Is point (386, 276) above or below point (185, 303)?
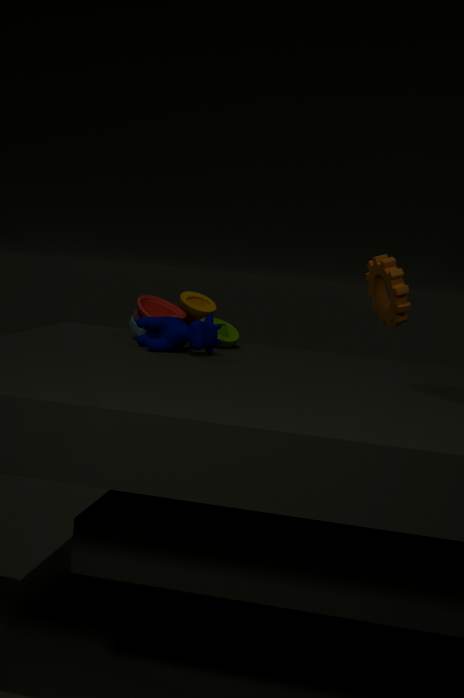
above
